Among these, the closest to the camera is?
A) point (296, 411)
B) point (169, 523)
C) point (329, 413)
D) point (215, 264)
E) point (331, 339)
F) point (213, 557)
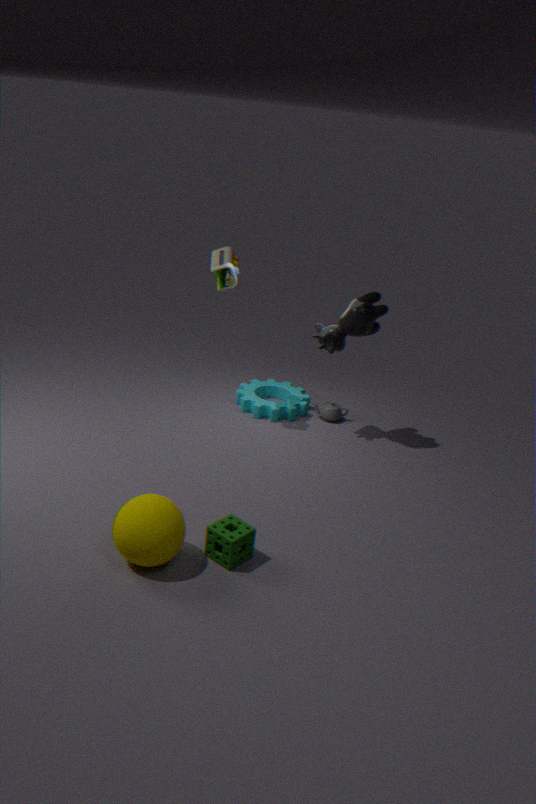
point (169, 523)
